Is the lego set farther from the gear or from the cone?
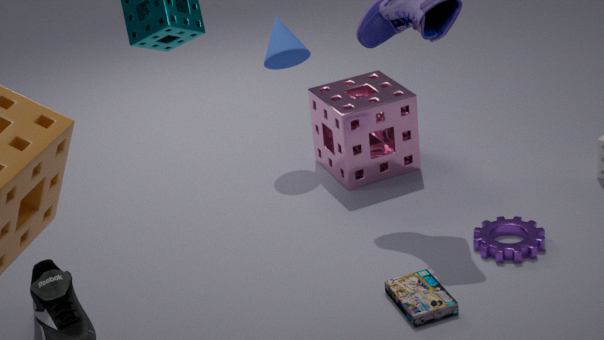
the cone
